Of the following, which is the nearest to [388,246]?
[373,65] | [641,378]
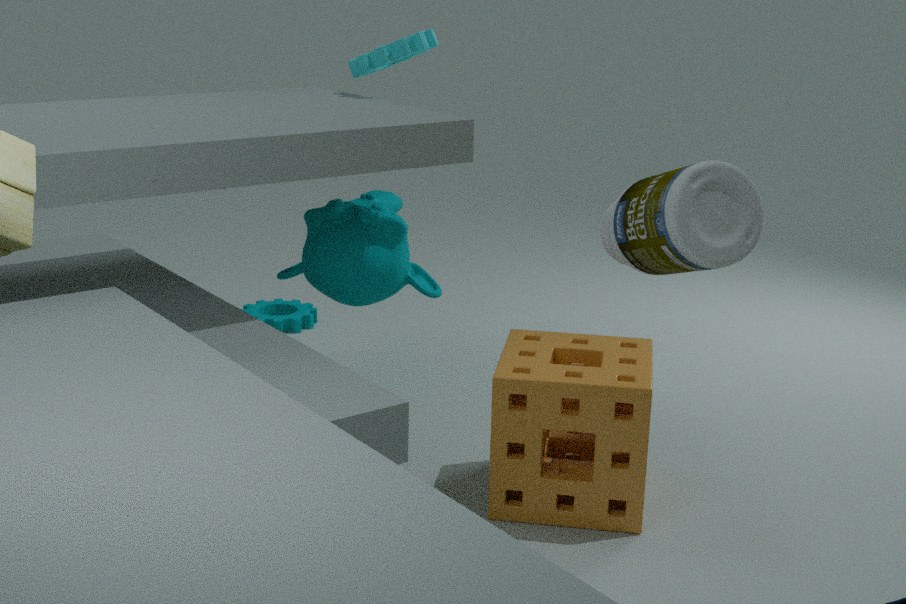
[373,65]
